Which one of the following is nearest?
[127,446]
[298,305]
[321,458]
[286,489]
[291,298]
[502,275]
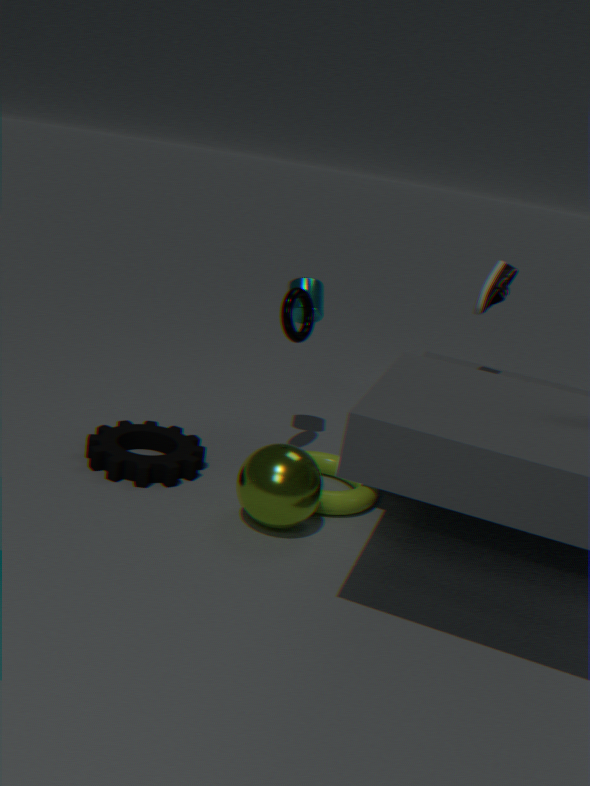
[286,489]
